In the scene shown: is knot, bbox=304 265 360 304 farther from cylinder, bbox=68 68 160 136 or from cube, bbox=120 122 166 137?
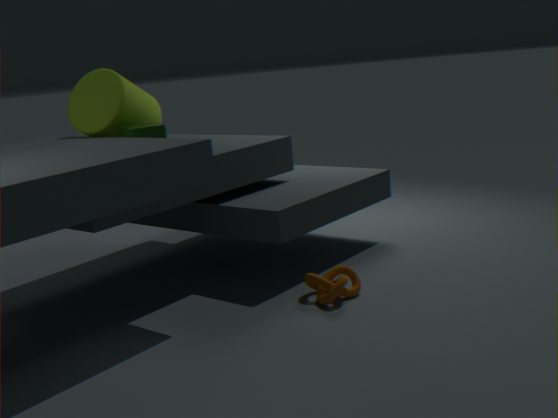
cylinder, bbox=68 68 160 136
